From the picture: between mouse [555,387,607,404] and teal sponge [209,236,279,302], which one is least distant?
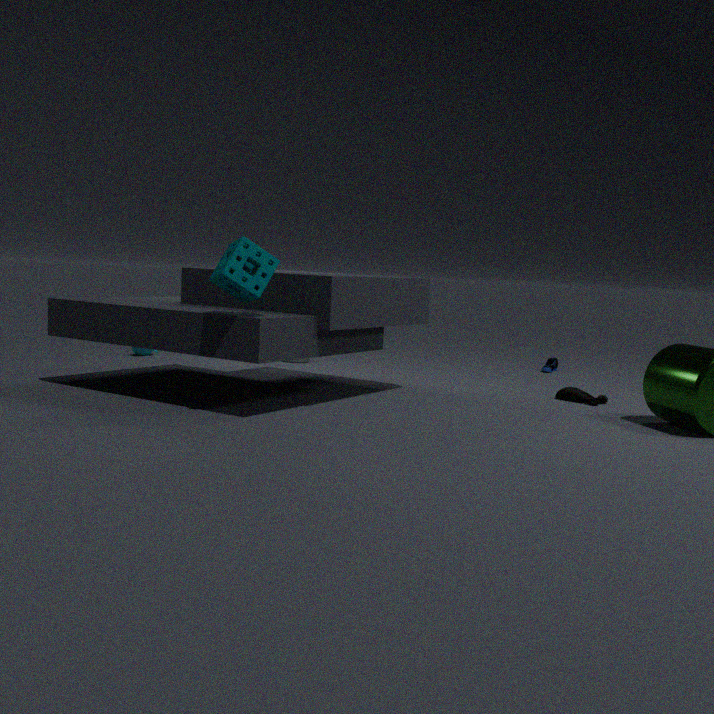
teal sponge [209,236,279,302]
